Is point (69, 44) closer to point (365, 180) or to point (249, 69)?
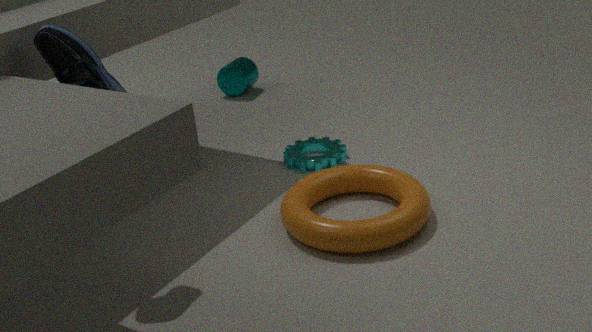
point (365, 180)
